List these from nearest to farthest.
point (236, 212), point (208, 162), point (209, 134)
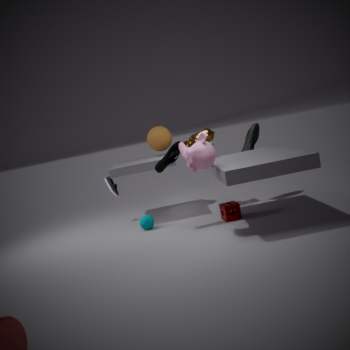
1. point (208, 162)
2. point (236, 212)
3. point (209, 134)
